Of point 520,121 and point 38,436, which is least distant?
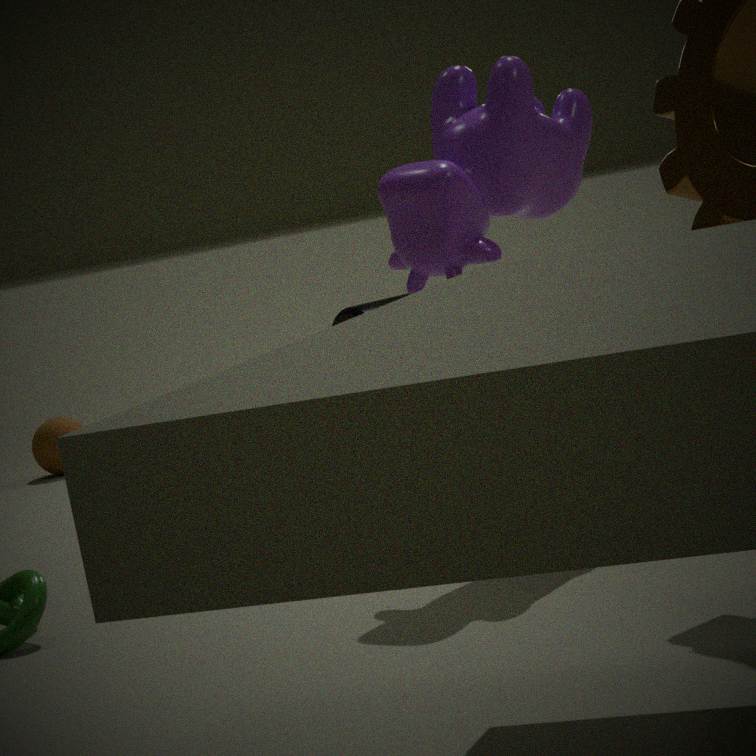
point 520,121
